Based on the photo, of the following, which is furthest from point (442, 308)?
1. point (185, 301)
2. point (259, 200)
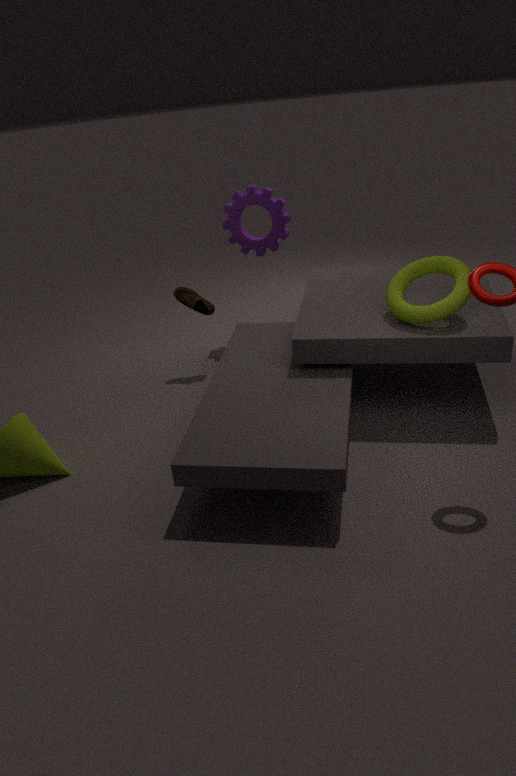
point (185, 301)
